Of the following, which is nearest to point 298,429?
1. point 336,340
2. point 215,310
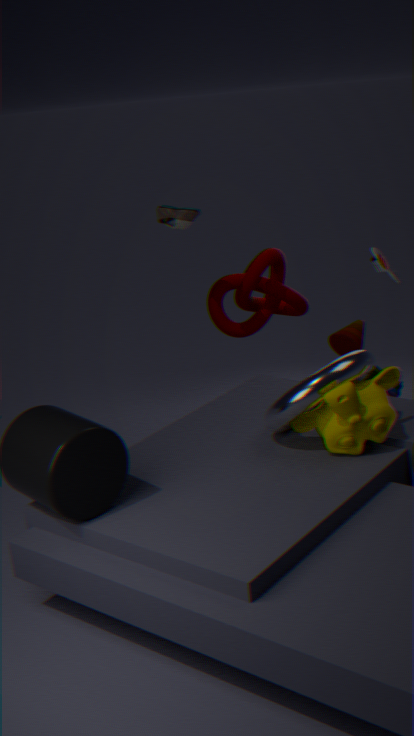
point 336,340
